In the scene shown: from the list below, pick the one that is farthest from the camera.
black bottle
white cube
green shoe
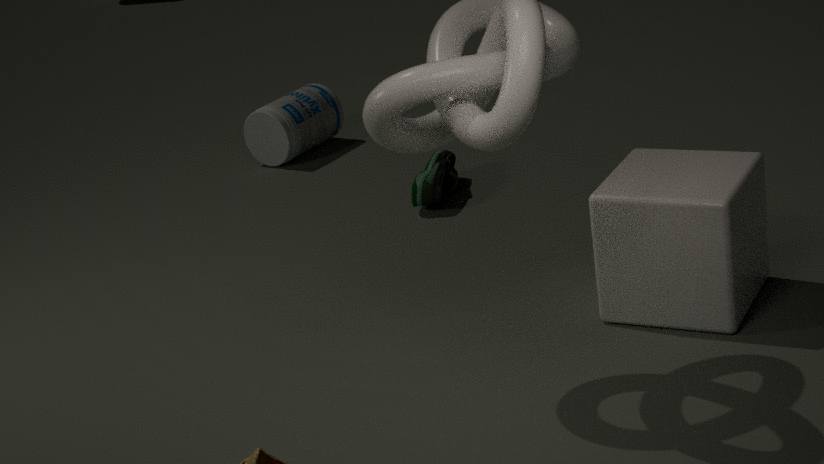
black bottle
